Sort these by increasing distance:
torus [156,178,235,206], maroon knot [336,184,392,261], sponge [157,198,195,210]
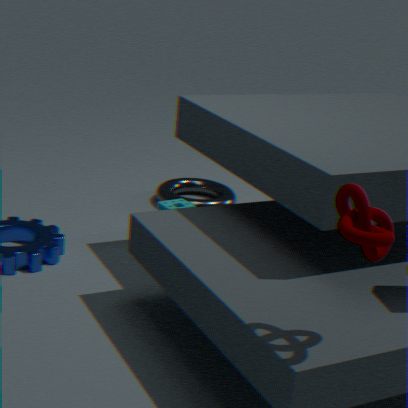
maroon knot [336,184,392,261]
sponge [157,198,195,210]
torus [156,178,235,206]
